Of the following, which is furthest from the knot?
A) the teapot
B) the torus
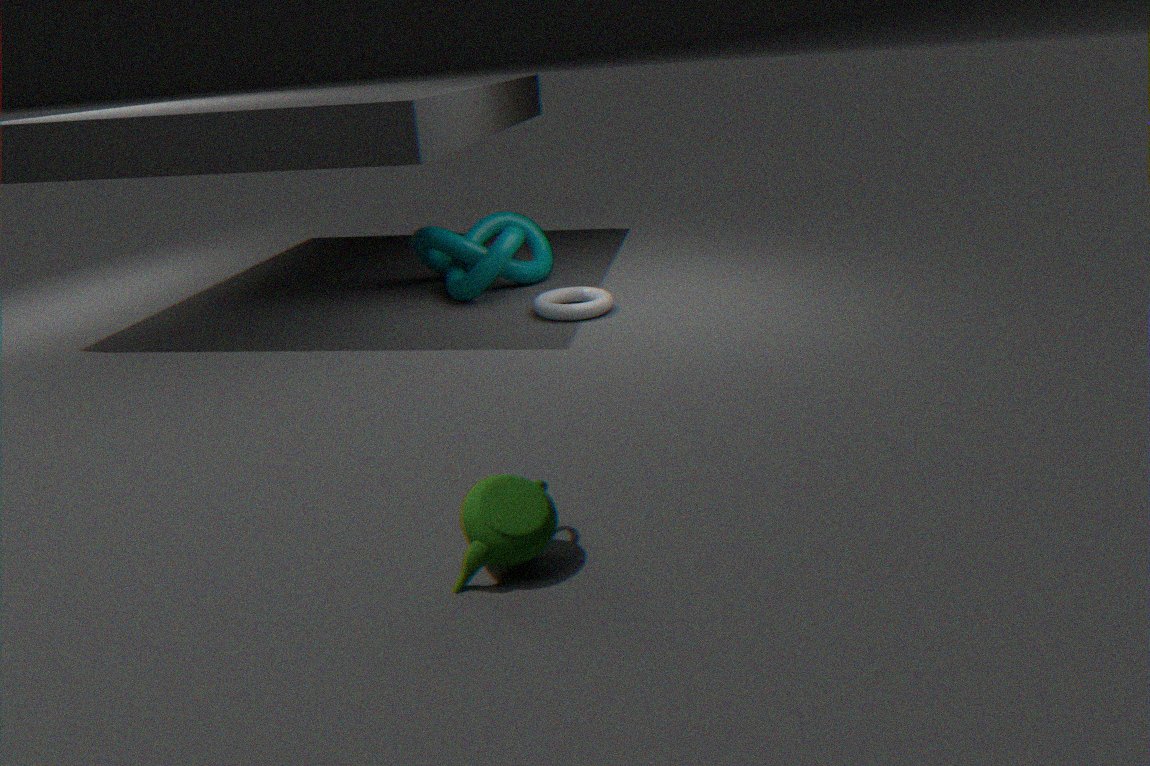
the teapot
